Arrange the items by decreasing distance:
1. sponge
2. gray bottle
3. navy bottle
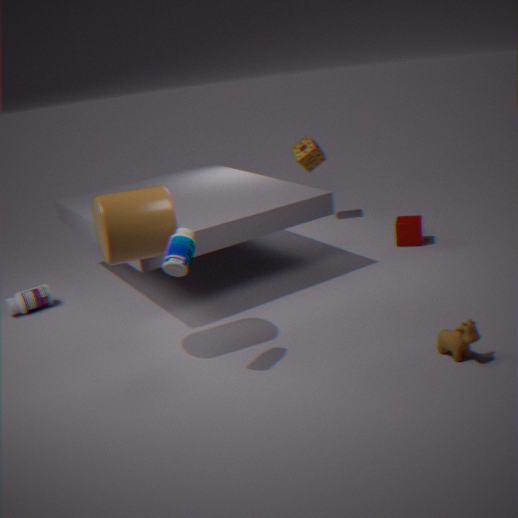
sponge
gray bottle
navy bottle
